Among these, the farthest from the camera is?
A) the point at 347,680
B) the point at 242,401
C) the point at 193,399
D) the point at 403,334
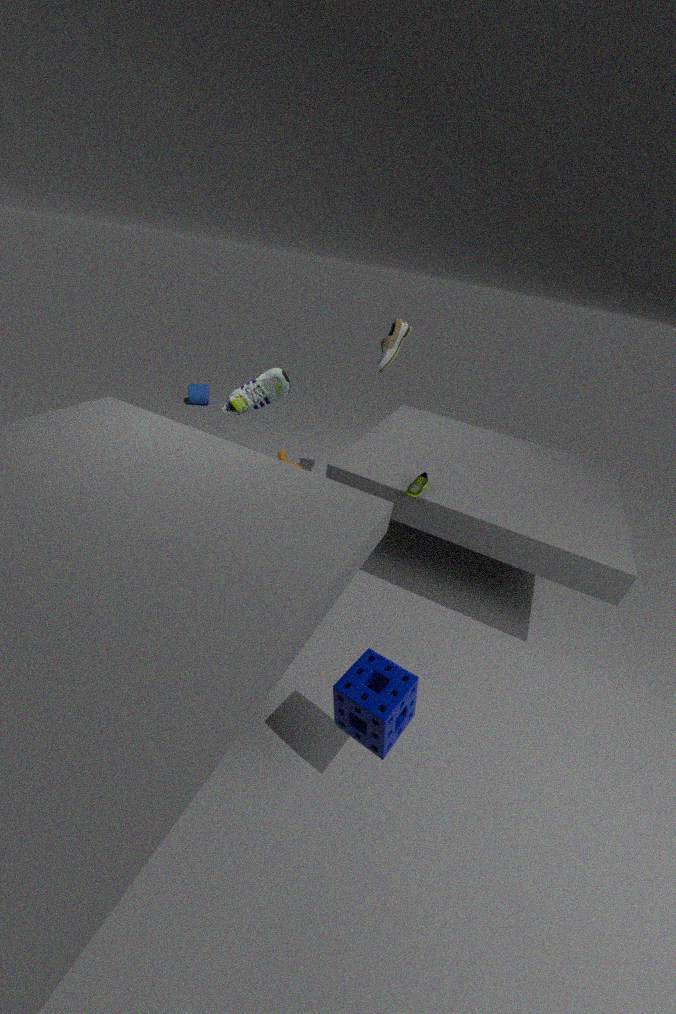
the point at 193,399
